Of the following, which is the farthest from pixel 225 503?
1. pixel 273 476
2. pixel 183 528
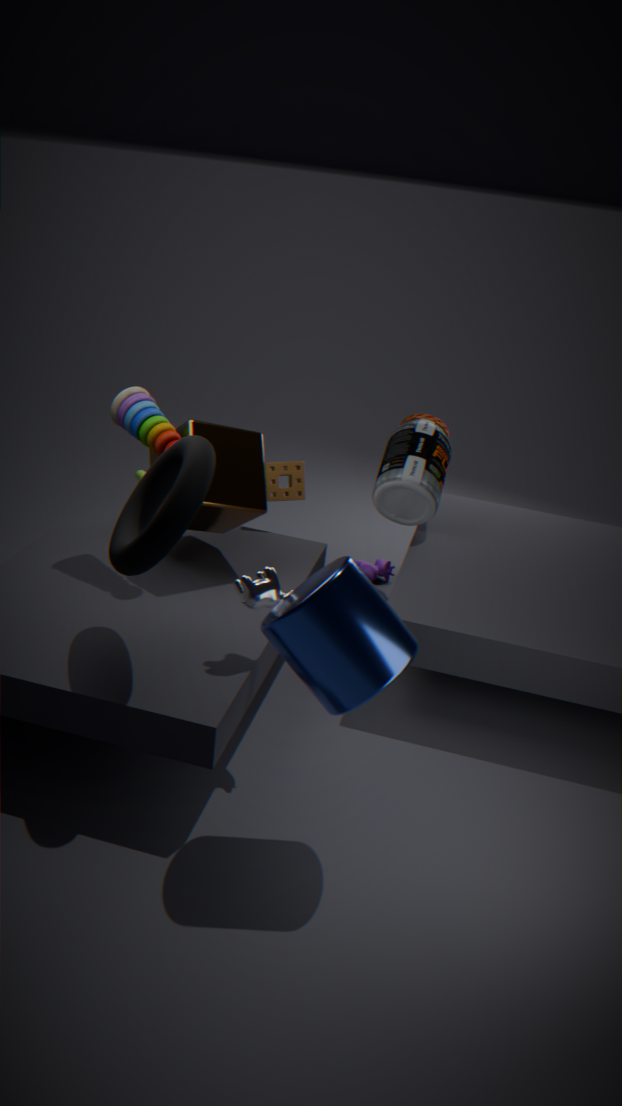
pixel 183 528
